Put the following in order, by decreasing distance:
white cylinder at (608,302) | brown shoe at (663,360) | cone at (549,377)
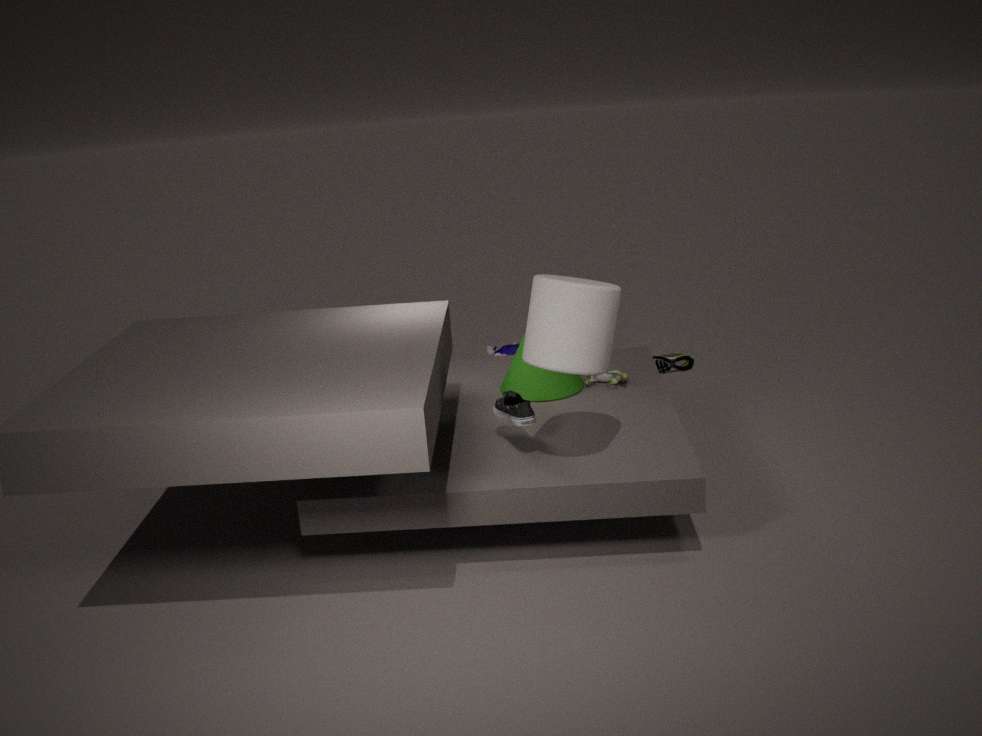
brown shoe at (663,360) < cone at (549,377) < white cylinder at (608,302)
